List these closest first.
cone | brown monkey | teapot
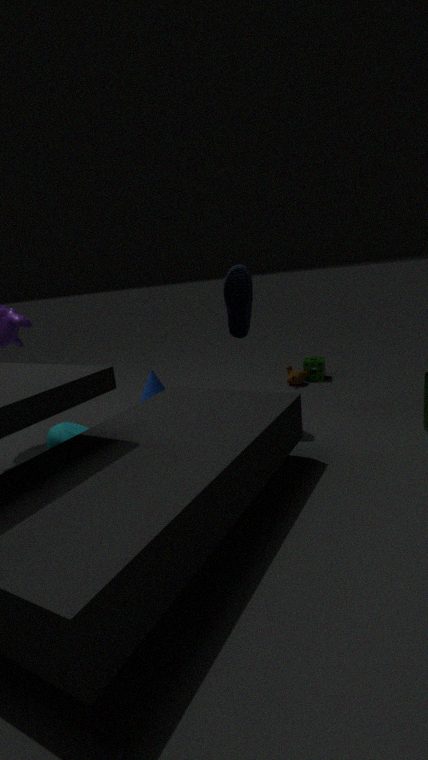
1. teapot
2. cone
3. brown monkey
